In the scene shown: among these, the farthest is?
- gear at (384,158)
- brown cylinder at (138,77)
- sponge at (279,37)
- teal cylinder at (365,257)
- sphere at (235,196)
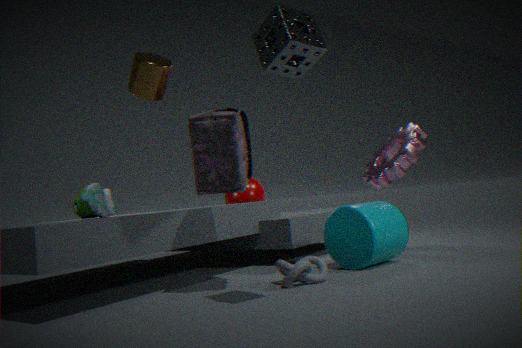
sphere at (235,196)
